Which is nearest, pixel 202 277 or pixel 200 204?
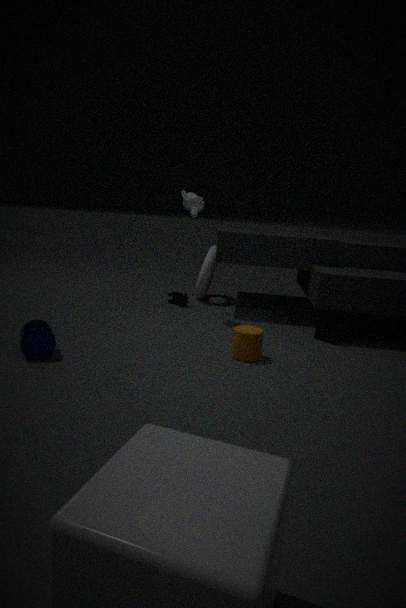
pixel 200 204
